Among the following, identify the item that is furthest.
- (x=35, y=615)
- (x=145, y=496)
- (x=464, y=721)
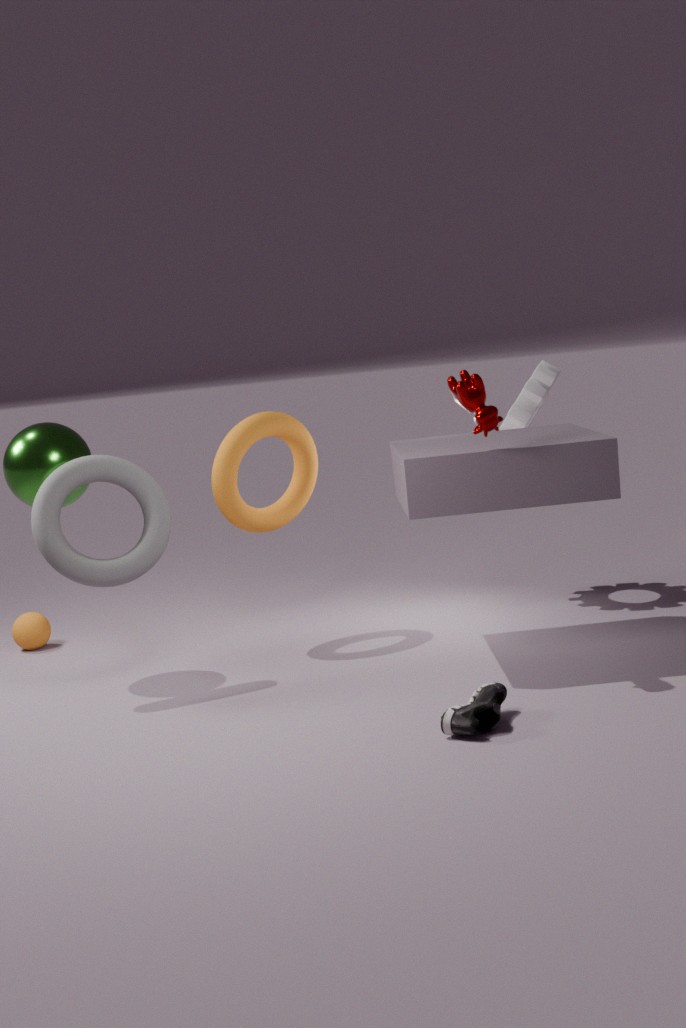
(x=35, y=615)
